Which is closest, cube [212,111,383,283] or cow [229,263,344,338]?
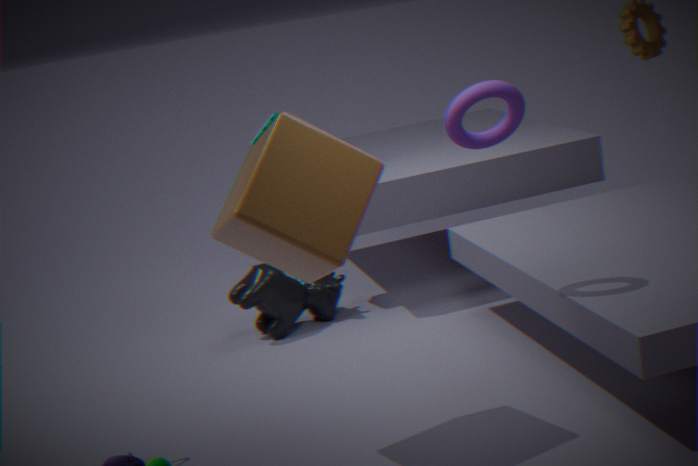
cube [212,111,383,283]
